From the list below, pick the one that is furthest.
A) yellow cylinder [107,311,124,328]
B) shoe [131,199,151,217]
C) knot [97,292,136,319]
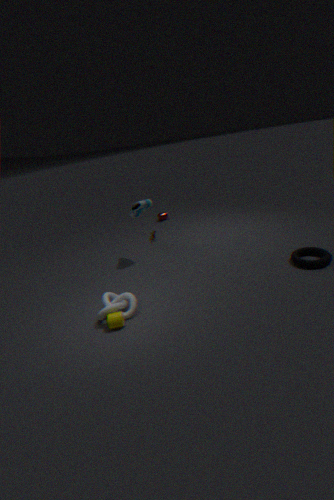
shoe [131,199,151,217]
